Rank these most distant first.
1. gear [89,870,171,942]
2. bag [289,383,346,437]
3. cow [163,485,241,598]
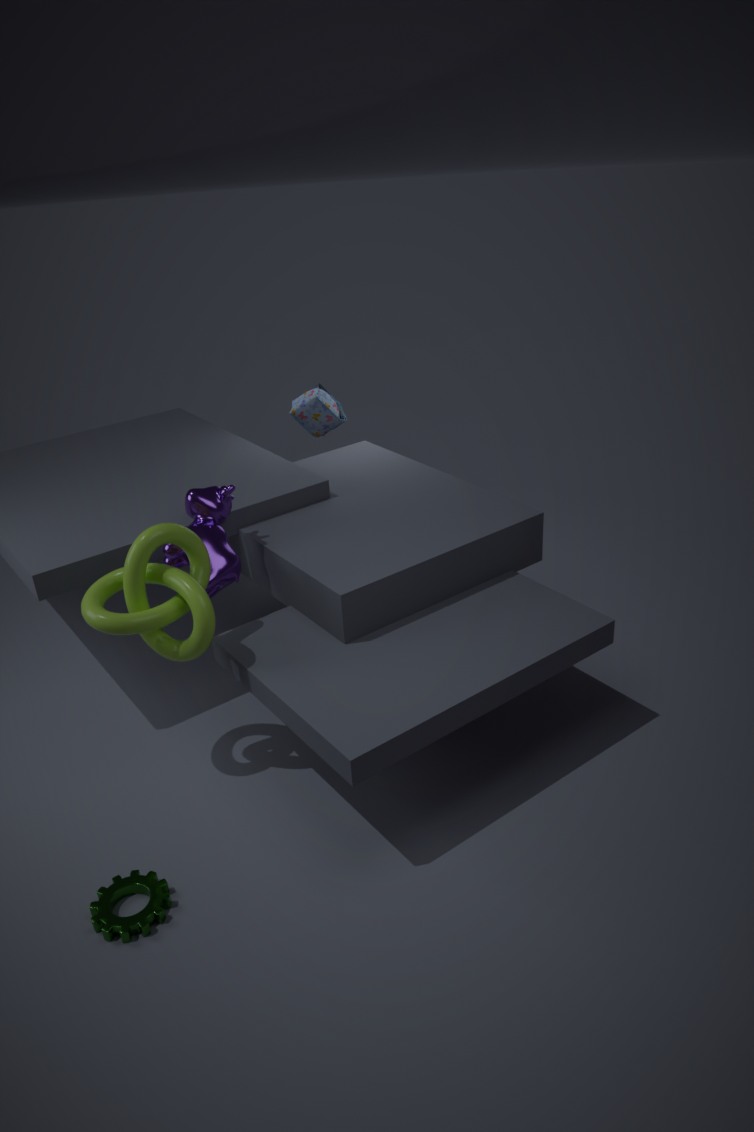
bag [289,383,346,437], cow [163,485,241,598], gear [89,870,171,942]
